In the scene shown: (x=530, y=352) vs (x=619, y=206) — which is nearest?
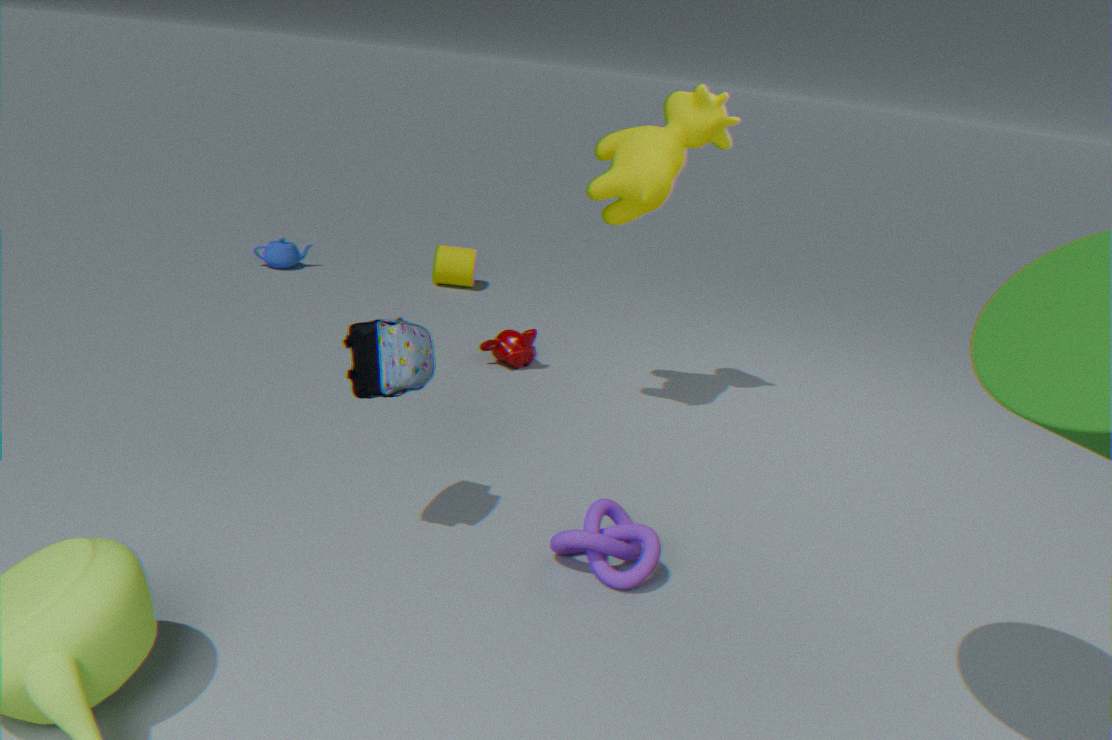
(x=619, y=206)
